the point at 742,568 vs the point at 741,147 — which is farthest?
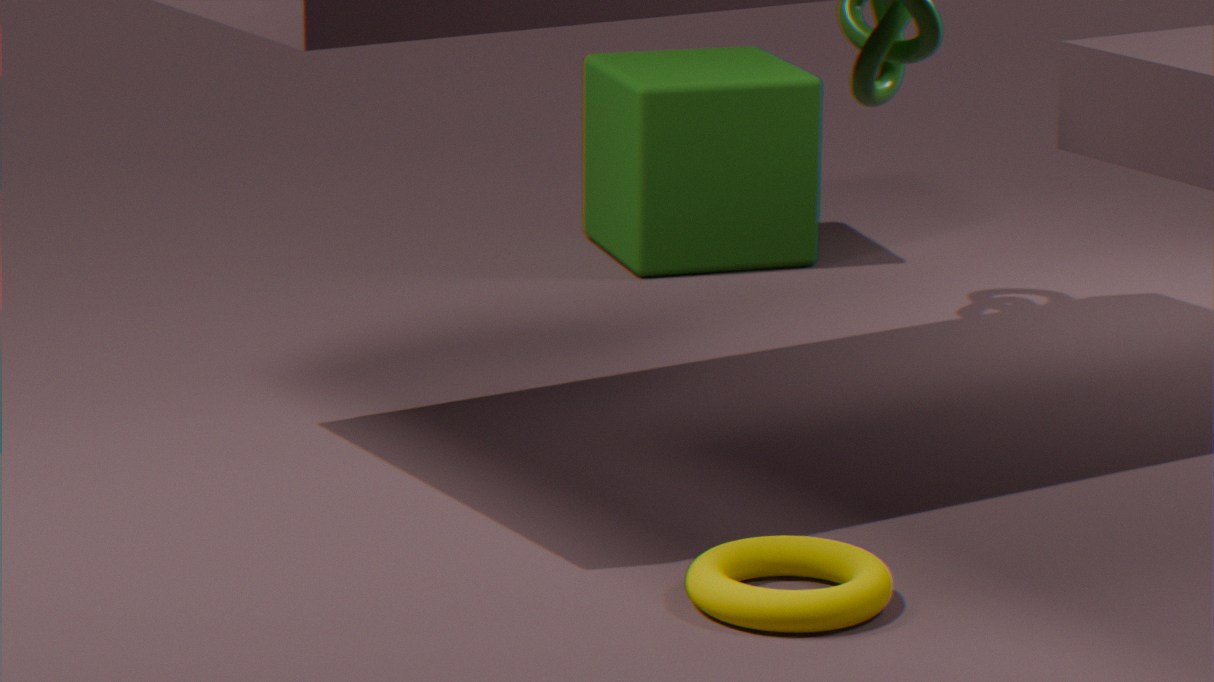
the point at 741,147
